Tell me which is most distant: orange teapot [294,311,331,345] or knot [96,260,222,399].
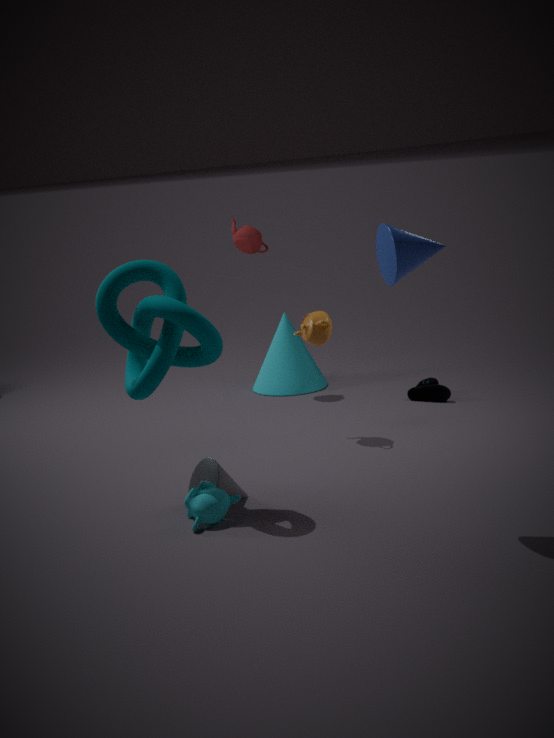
orange teapot [294,311,331,345]
